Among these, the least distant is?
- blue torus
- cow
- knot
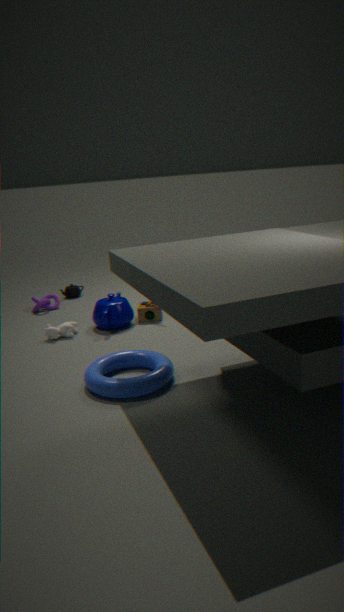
blue torus
